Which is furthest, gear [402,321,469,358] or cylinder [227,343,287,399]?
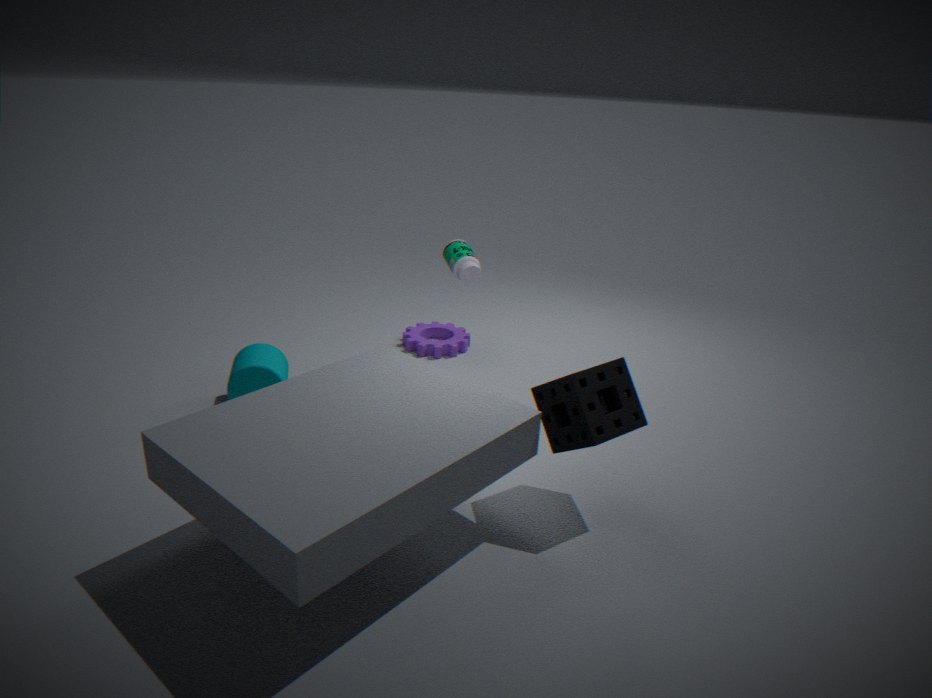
gear [402,321,469,358]
